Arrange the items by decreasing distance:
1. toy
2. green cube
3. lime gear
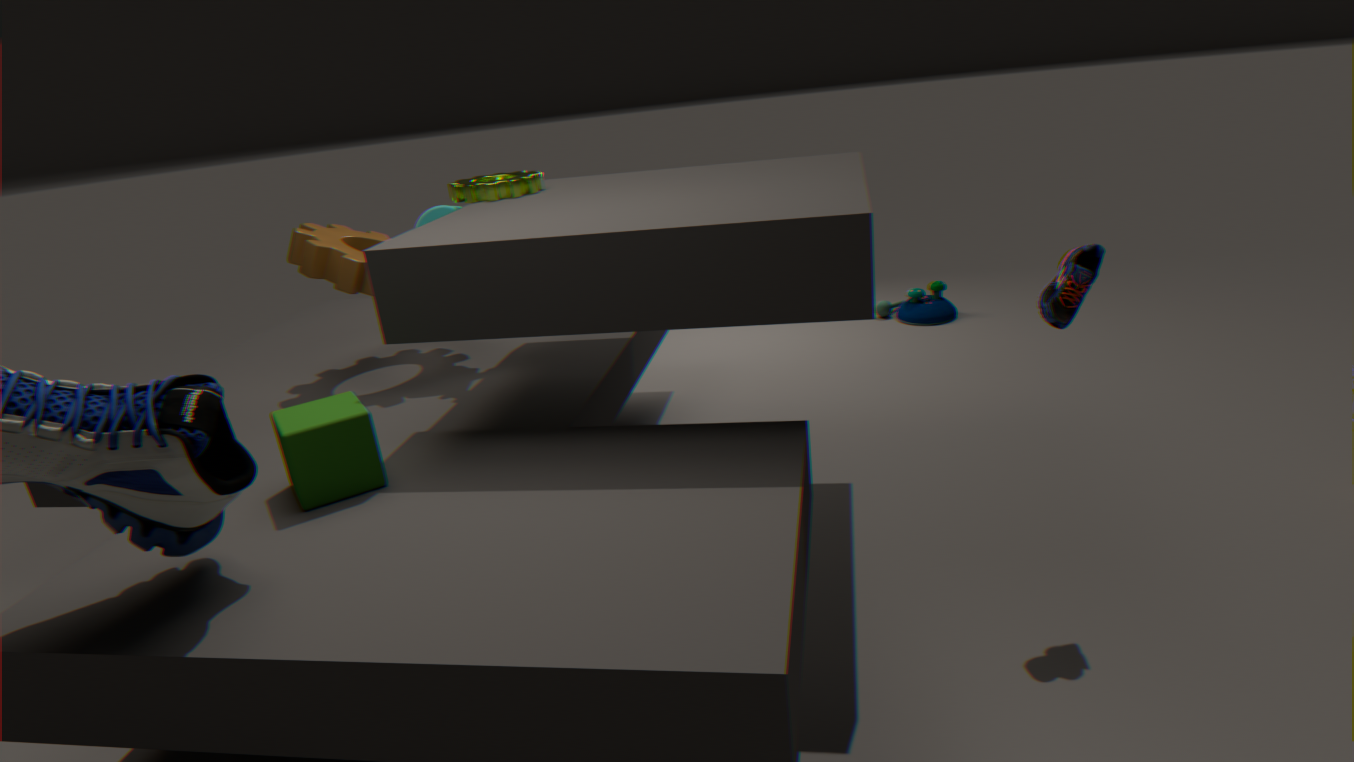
toy, lime gear, green cube
